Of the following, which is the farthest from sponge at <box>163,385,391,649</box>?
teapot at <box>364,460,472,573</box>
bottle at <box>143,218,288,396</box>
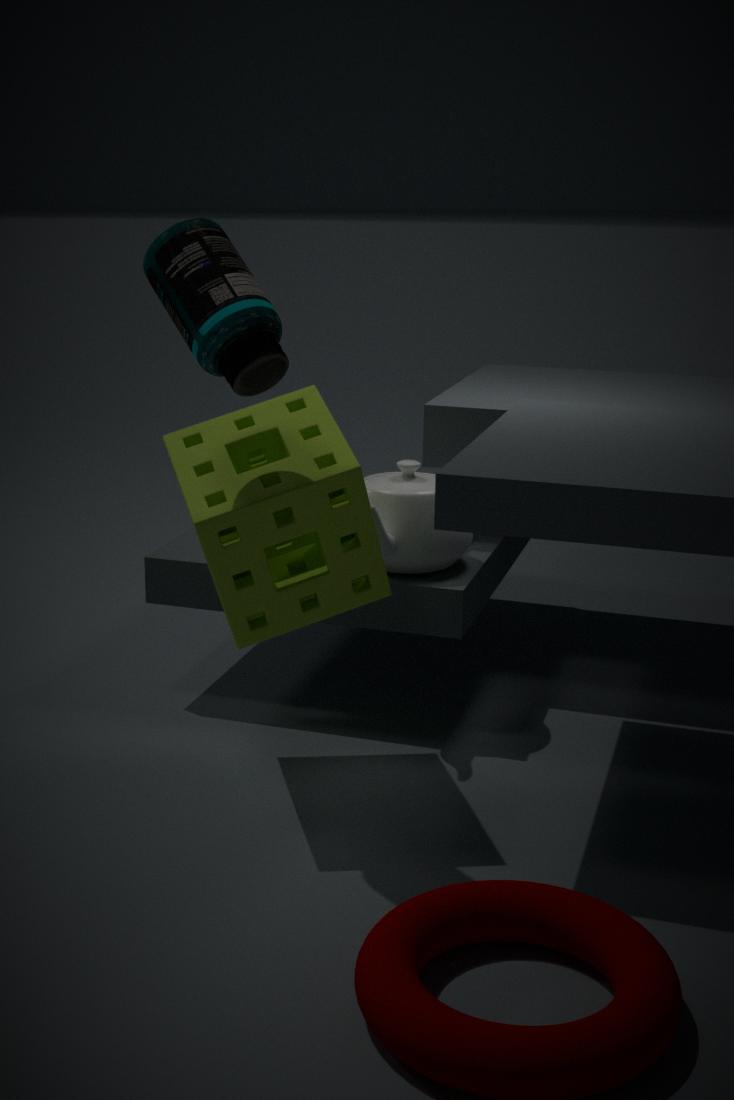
bottle at <box>143,218,288,396</box>
